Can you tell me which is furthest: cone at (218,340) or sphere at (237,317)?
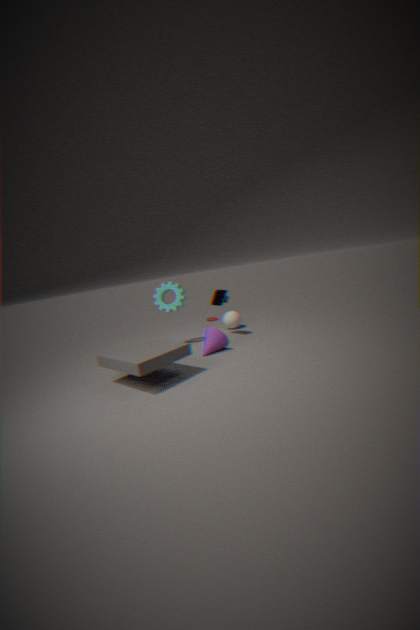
sphere at (237,317)
